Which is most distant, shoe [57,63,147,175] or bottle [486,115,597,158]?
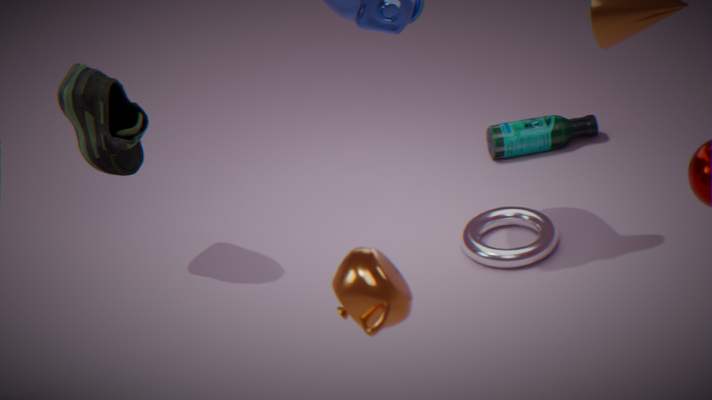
bottle [486,115,597,158]
